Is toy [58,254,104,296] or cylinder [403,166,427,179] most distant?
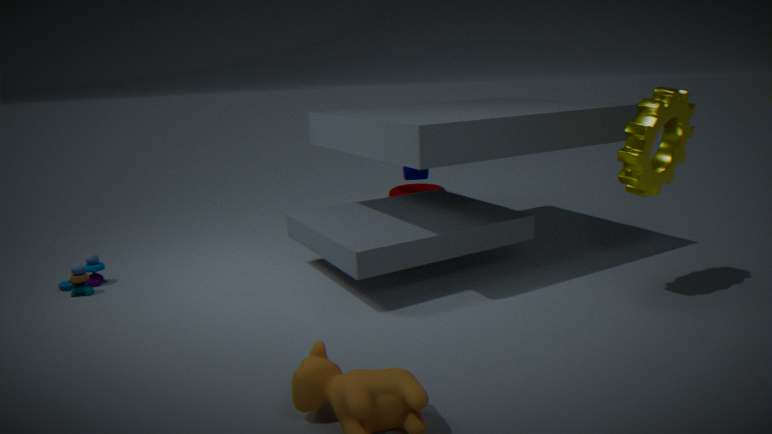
cylinder [403,166,427,179]
